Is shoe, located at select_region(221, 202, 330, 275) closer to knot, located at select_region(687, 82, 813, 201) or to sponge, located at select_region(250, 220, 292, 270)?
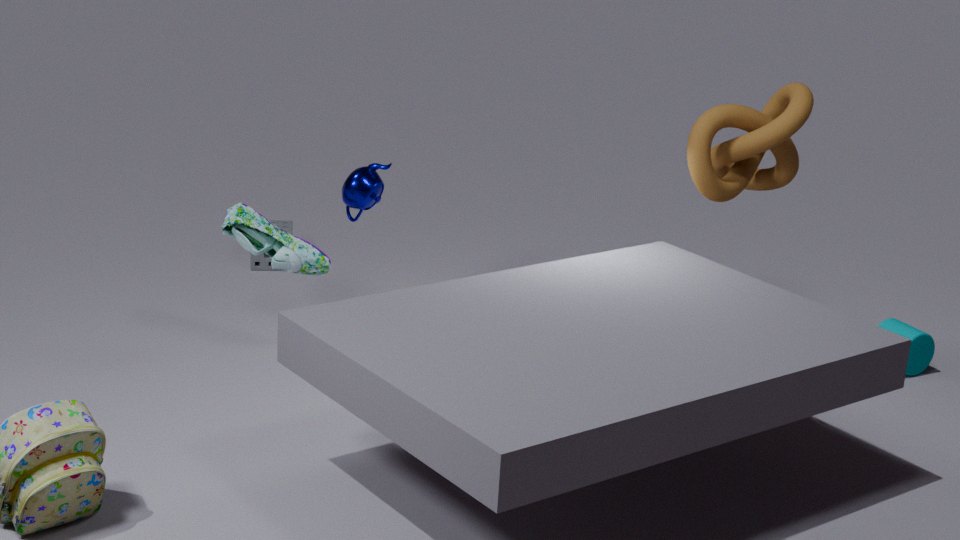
sponge, located at select_region(250, 220, 292, 270)
